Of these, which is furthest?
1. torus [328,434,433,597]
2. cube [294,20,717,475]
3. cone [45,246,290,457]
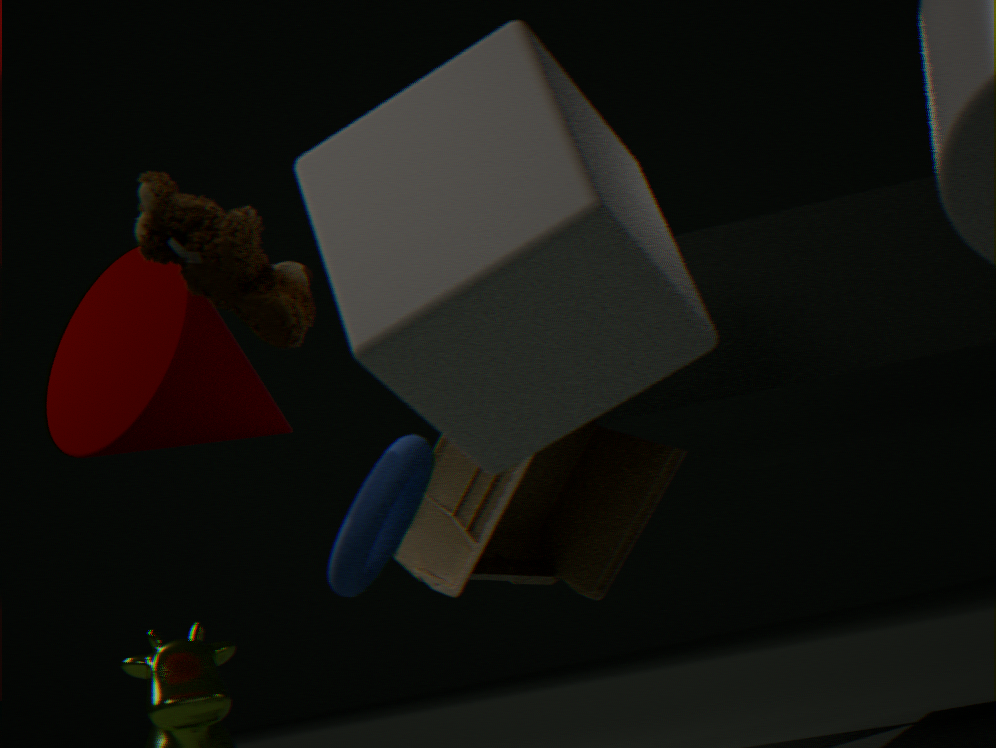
cone [45,246,290,457]
